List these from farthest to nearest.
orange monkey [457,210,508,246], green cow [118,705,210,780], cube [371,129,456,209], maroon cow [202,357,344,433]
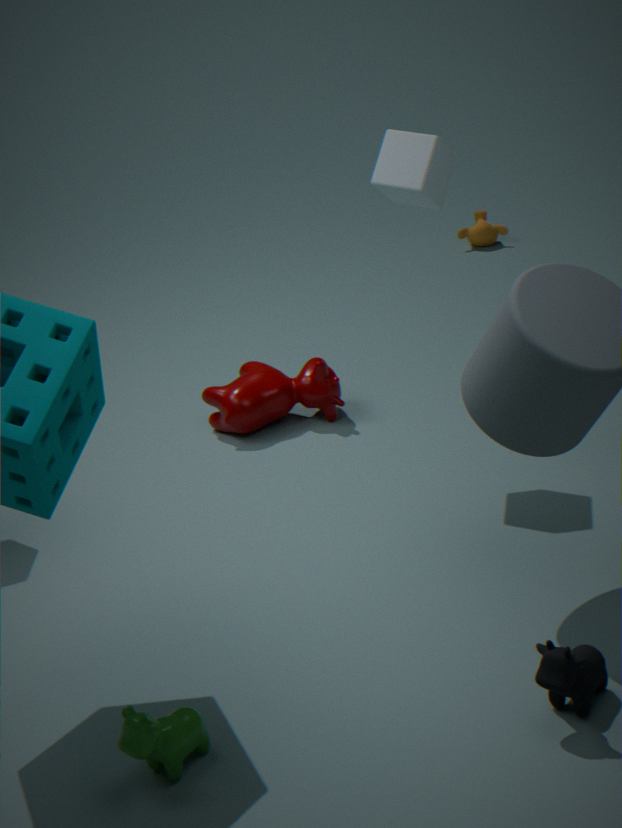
orange monkey [457,210,508,246], maroon cow [202,357,344,433], cube [371,129,456,209], green cow [118,705,210,780]
